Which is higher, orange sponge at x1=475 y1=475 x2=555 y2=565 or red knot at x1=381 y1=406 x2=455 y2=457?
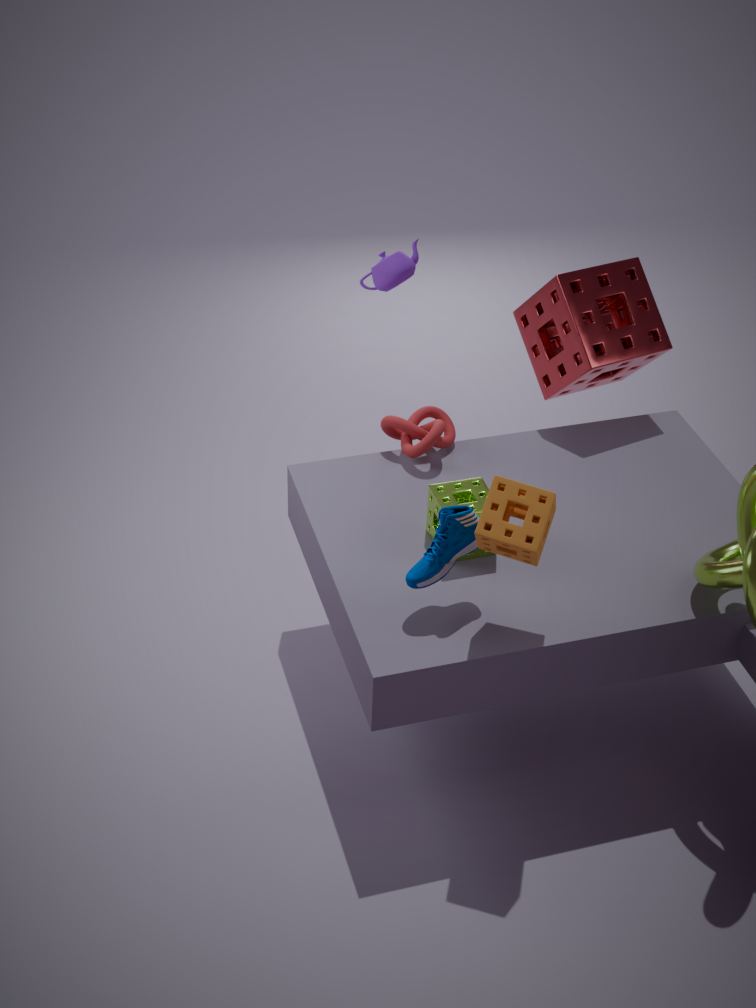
orange sponge at x1=475 y1=475 x2=555 y2=565
